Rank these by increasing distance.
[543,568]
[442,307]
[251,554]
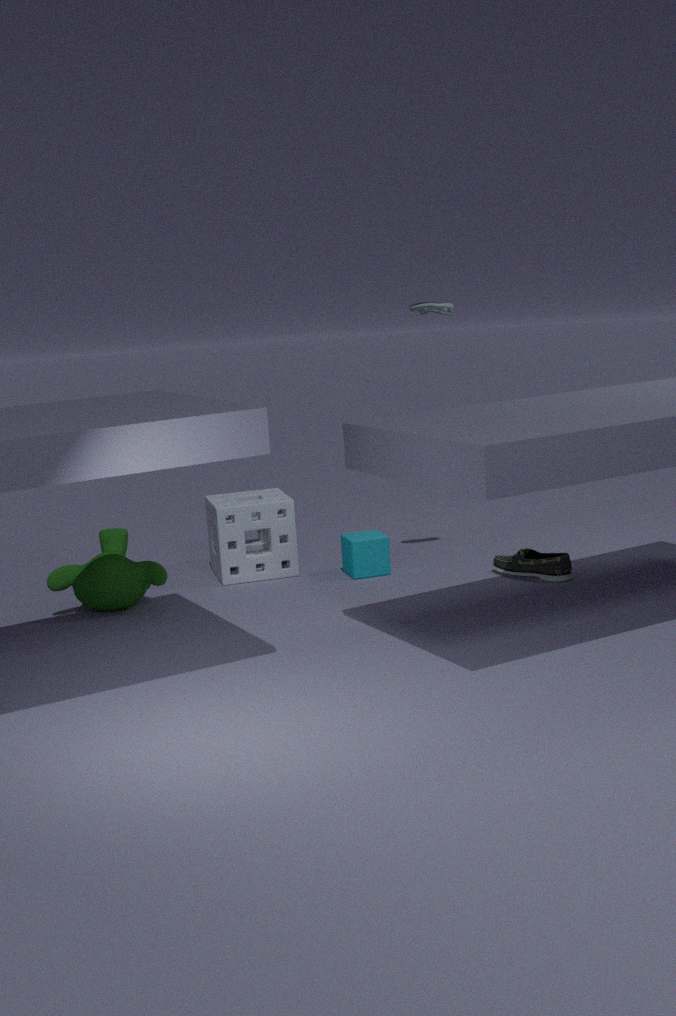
[543,568]
[442,307]
[251,554]
